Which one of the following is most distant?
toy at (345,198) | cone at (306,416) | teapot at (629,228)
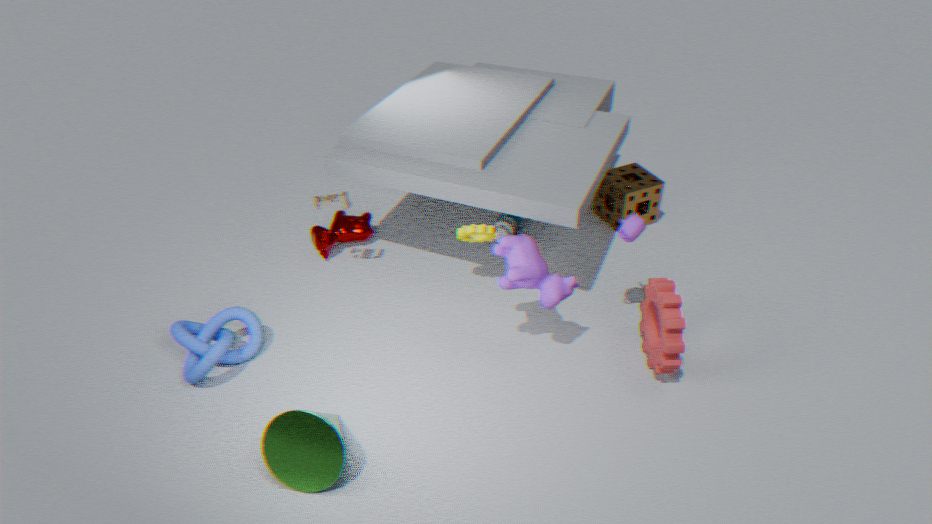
toy at (345,198)
